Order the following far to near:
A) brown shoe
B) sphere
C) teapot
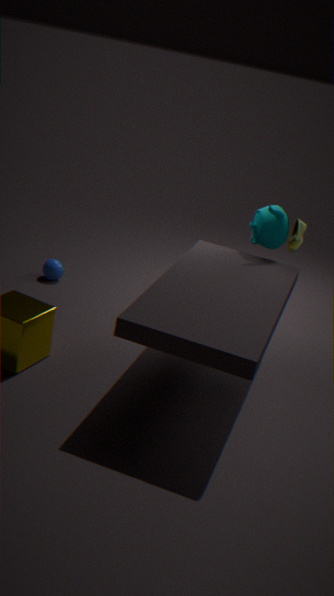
brown shoe < sphere < teapot
